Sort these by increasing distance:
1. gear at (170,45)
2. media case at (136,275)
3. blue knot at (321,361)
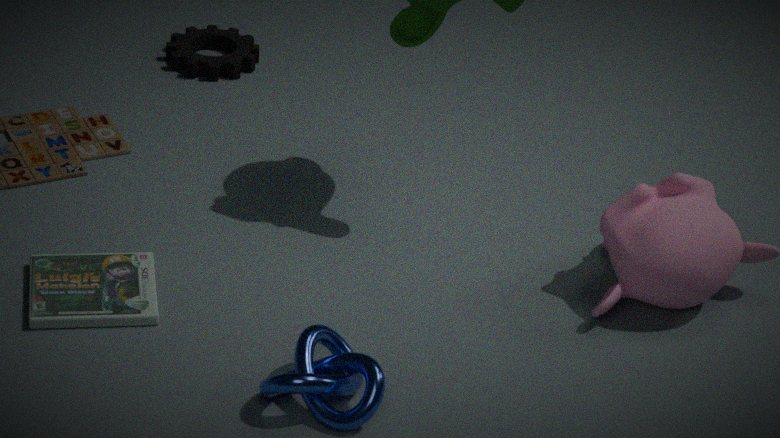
blue knot at (321,361) < media case at (136,275) < gear at (170,45)
